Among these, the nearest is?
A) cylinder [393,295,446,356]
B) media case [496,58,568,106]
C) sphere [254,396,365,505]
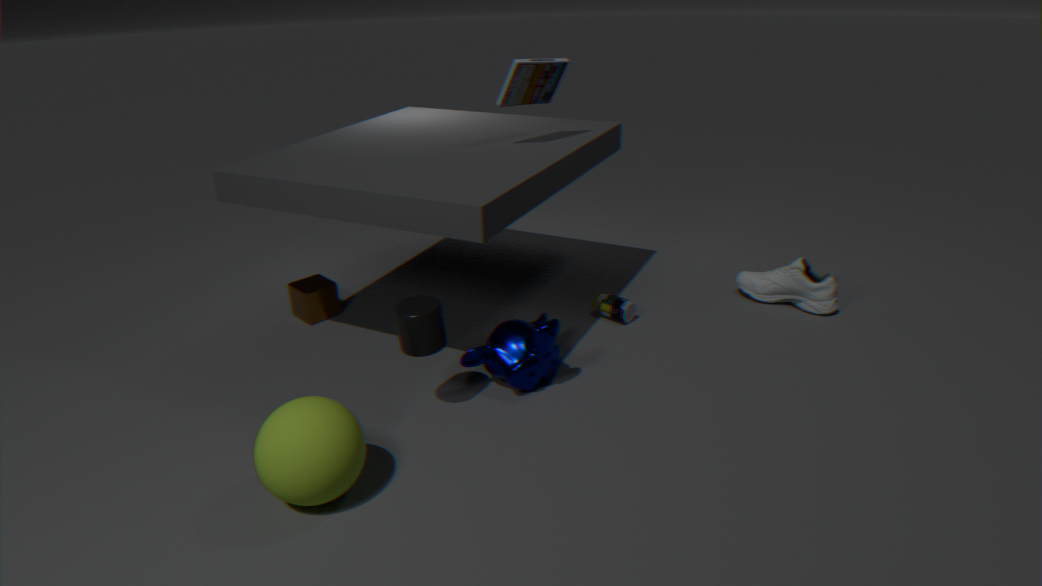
sphere [254,396,365,505]
